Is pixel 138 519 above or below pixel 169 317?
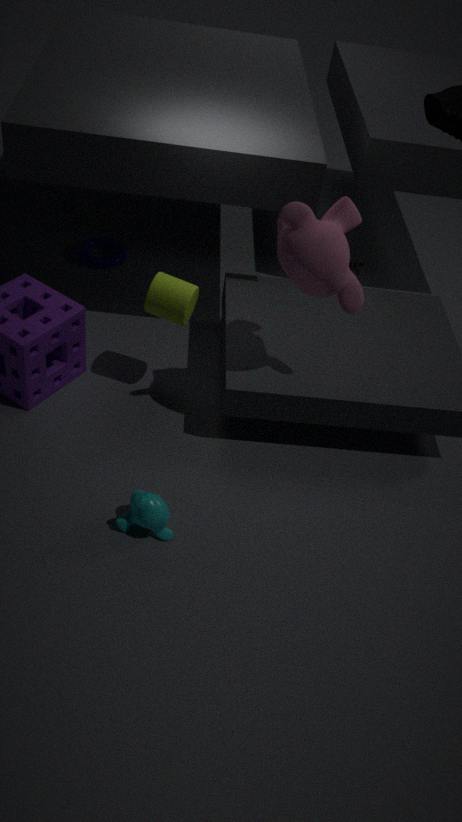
below
